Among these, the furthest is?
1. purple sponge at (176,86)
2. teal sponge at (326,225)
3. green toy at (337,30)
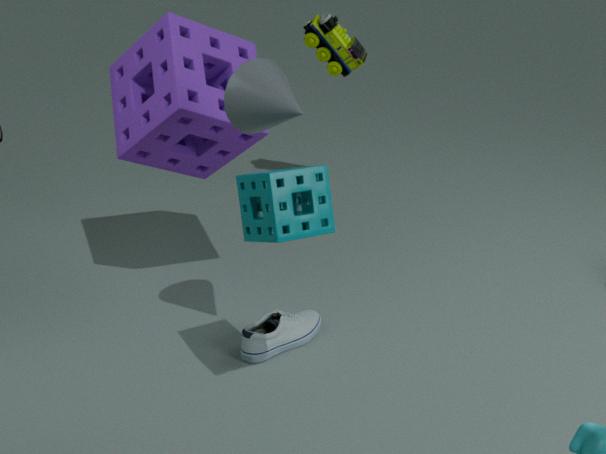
green toy at (337,30)
